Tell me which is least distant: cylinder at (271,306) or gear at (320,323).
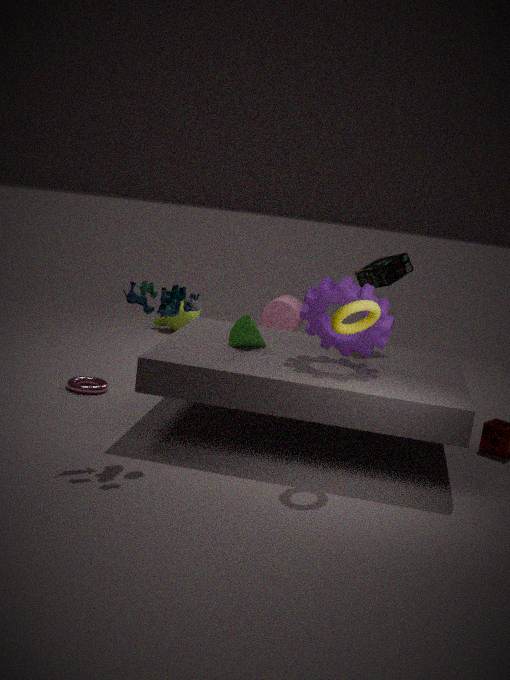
gear at (320,323)
